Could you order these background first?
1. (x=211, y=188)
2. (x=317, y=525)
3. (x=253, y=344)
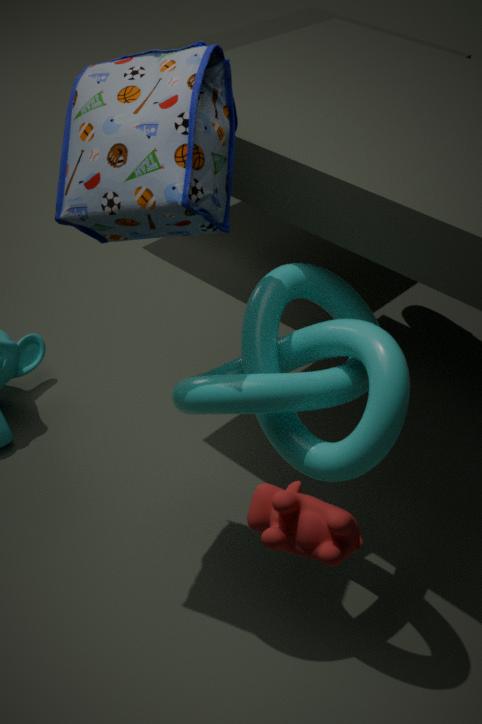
(x=253, y=344)
(x=211, y=188)
(x=317, y=525)
